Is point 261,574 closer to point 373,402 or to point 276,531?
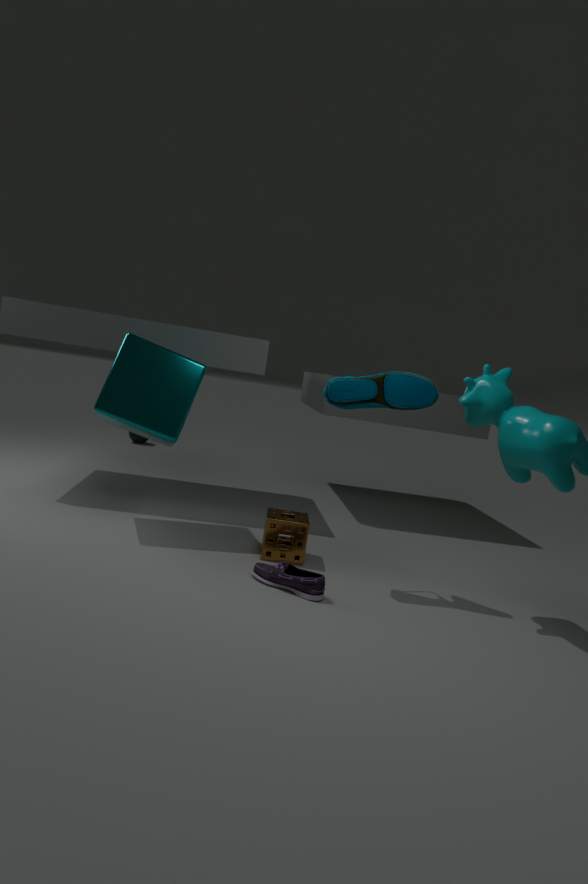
point 276,531
